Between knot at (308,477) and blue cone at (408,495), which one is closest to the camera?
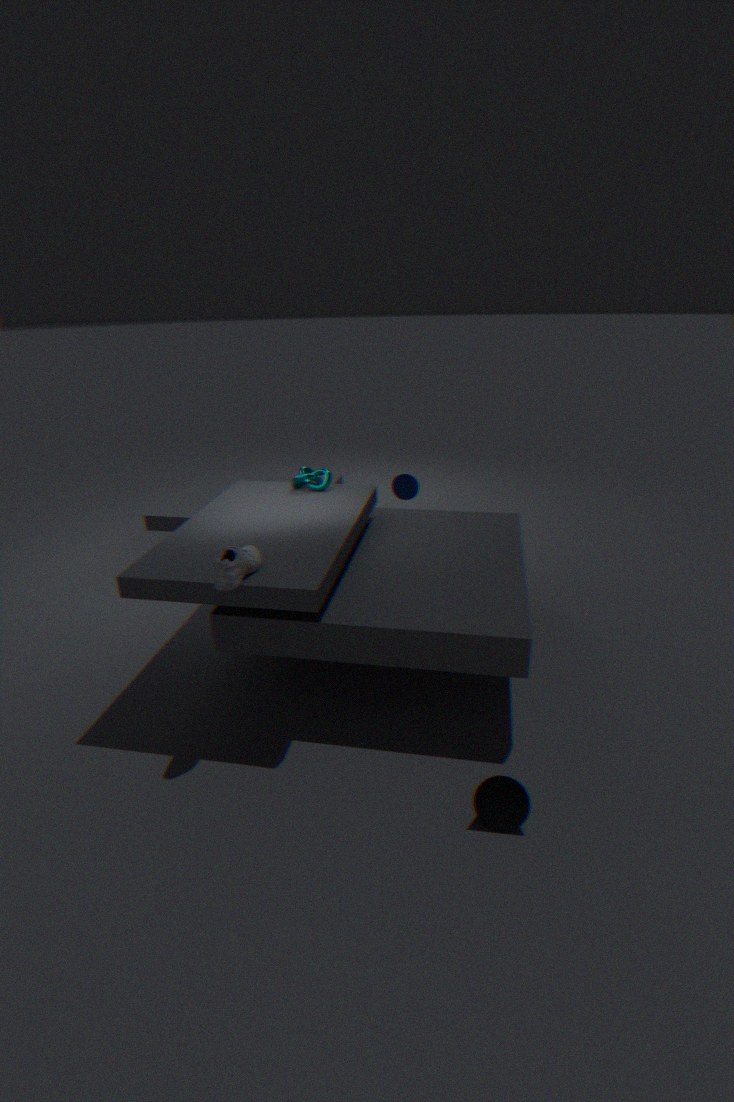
knot at (308,477)
